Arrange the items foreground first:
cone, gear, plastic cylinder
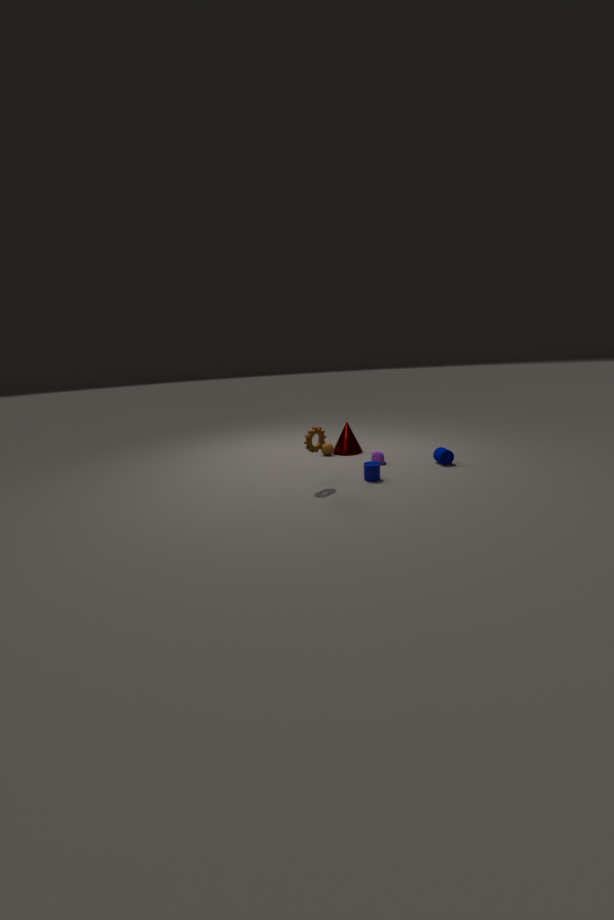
gear, plastic cylinder, cone
